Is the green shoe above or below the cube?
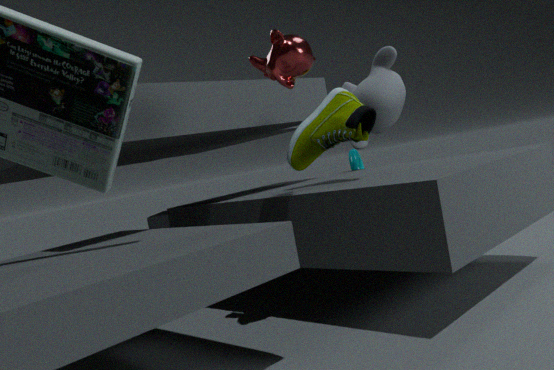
above
